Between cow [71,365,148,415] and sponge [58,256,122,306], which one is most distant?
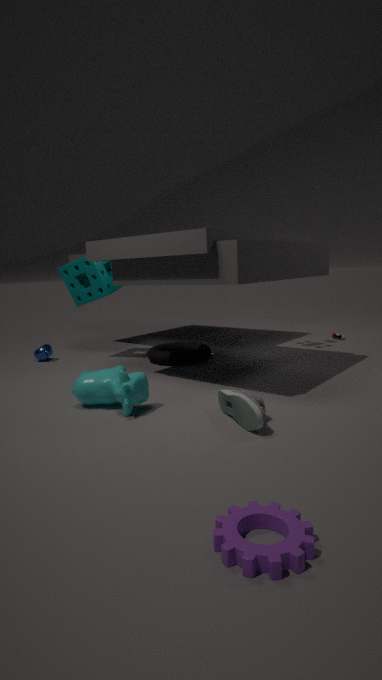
sponge [58,256,122,306]
